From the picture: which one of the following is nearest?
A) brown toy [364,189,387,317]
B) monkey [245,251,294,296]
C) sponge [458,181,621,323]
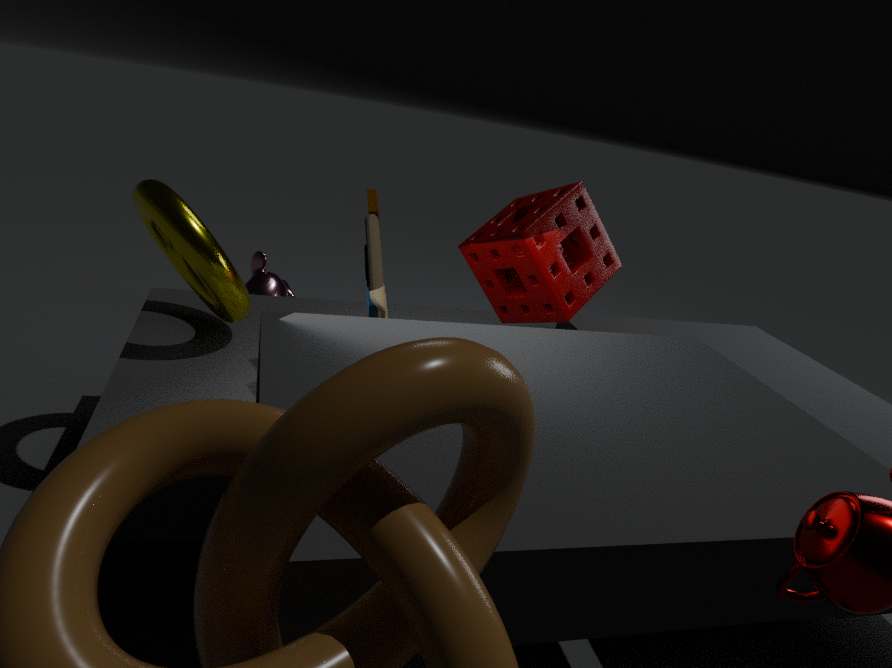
brown toy [364,189,387,317]
